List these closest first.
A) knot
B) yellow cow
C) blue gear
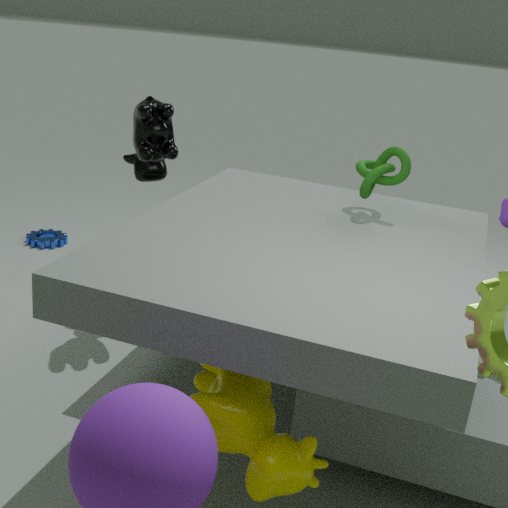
yellow cow, knot, blue gear
